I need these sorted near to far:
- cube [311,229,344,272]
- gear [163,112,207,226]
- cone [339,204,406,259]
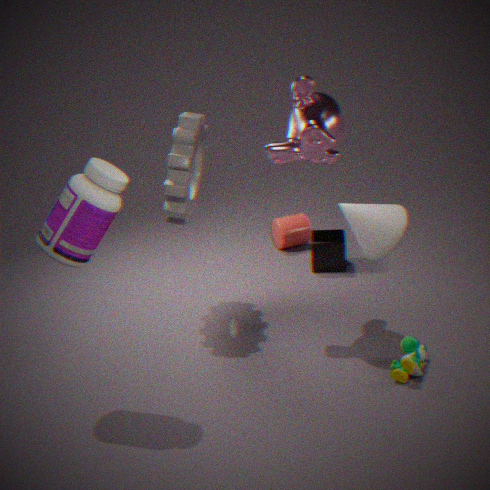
cone [339,204,406,259], gear [163,112,207,226], cube [311,229,344,272]
